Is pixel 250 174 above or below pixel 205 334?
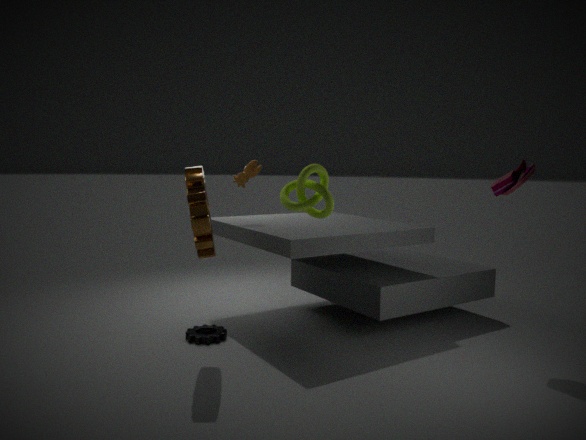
above
